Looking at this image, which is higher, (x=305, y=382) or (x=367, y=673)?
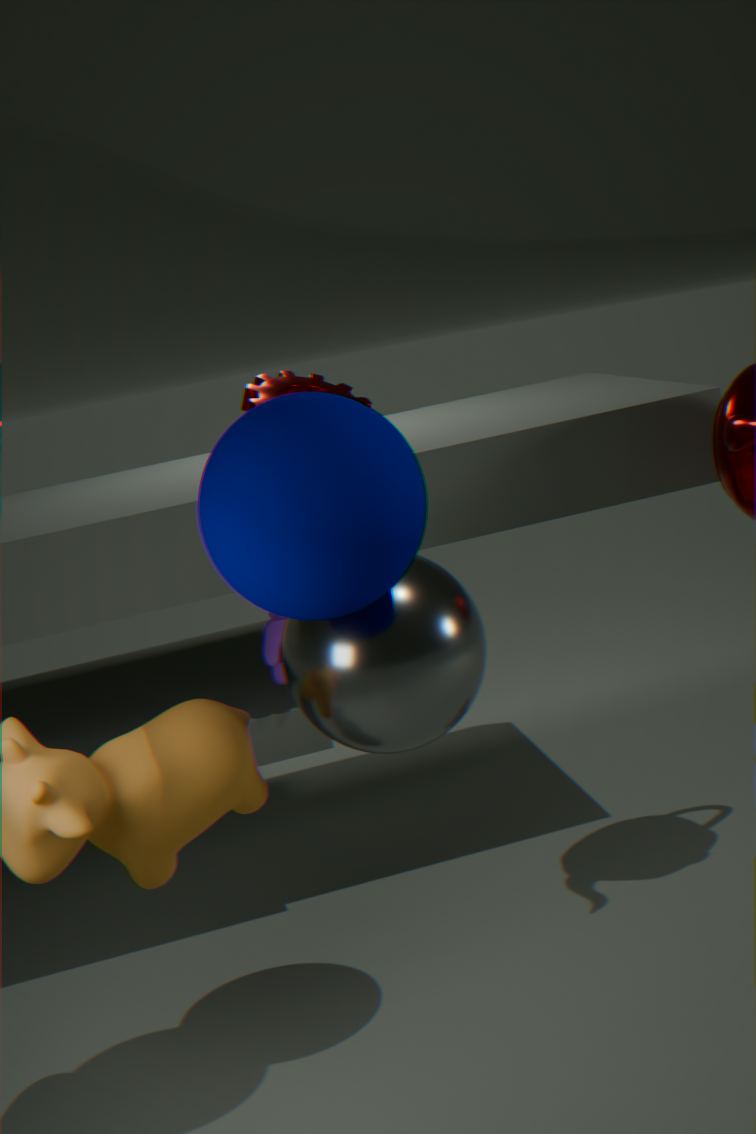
(x=305, y=382)
